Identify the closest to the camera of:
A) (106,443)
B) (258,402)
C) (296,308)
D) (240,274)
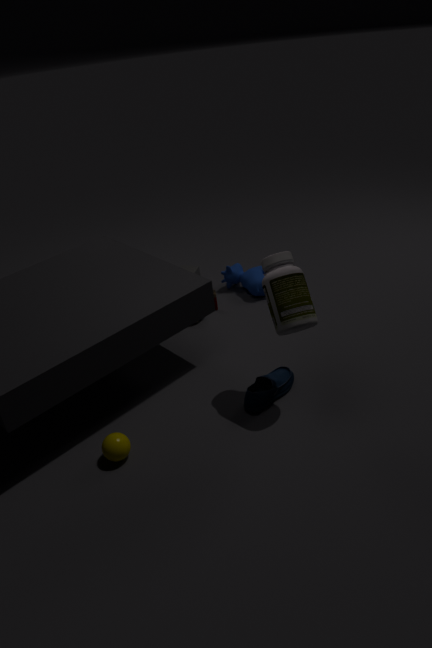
(296,308)
